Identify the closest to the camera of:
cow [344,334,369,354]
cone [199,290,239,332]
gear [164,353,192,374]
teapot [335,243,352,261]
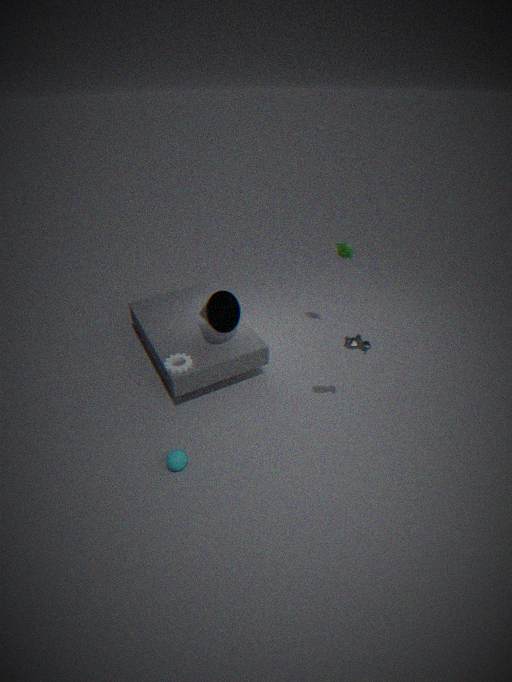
cow [344,334,369,354]
